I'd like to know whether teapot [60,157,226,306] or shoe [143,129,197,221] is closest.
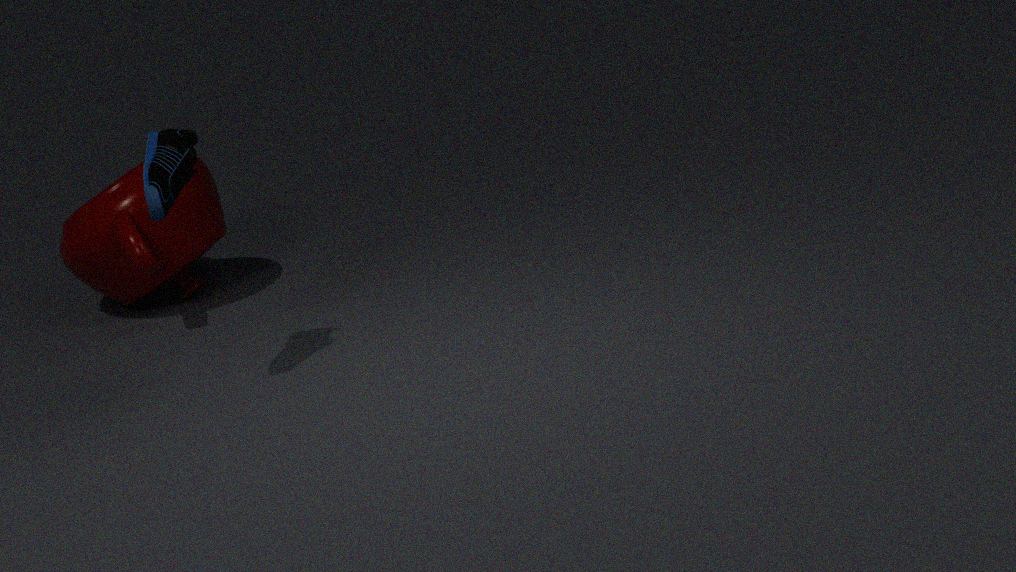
shoe [143,129,197,221]
